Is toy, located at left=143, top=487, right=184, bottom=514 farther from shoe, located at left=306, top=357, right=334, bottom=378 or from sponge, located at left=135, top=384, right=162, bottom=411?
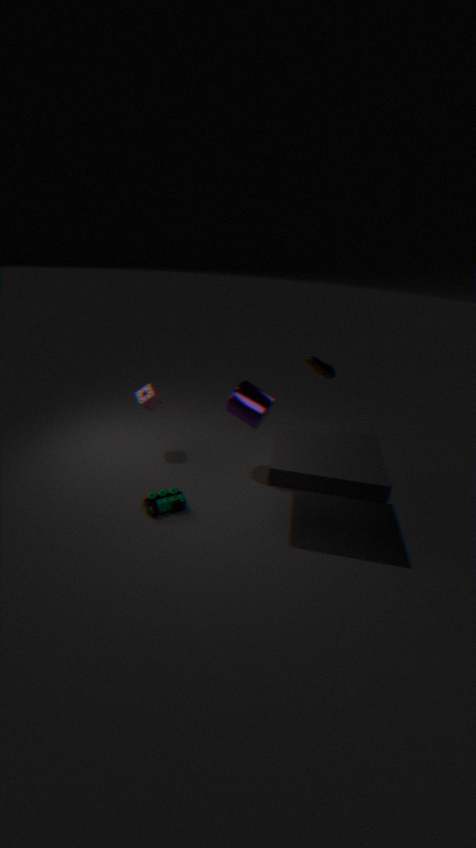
shoe, located at left=306, top=357, right=334, bottom=378
